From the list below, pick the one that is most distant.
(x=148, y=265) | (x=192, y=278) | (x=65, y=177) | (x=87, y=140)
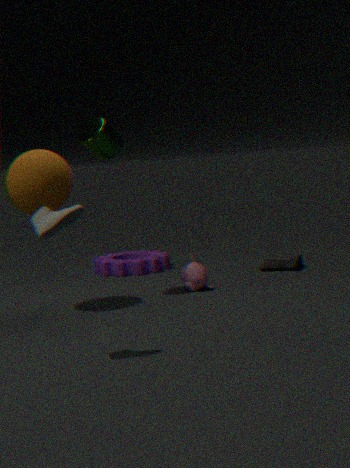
(x=148, y=265)
